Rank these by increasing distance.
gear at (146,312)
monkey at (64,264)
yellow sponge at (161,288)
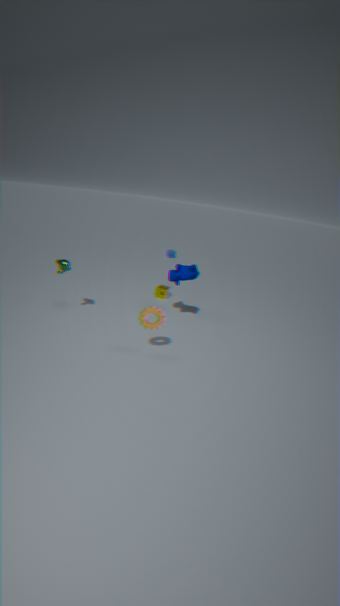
gear at (146,312) → monkey at (64,264) → yellow sponge at (161,288)
